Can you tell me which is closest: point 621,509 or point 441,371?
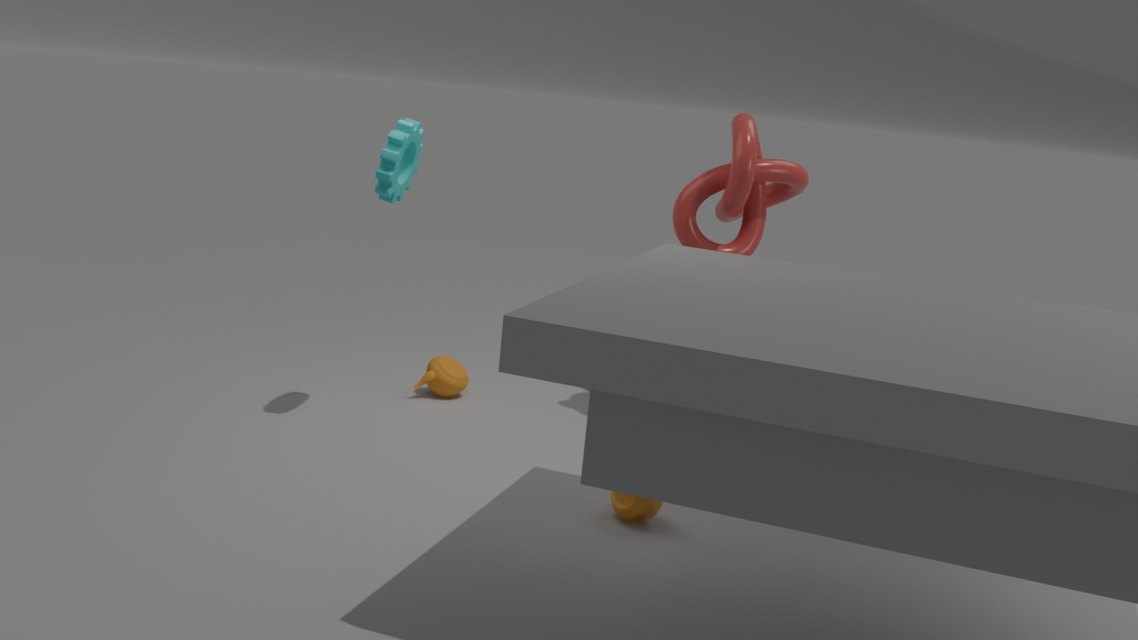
point 621,509
